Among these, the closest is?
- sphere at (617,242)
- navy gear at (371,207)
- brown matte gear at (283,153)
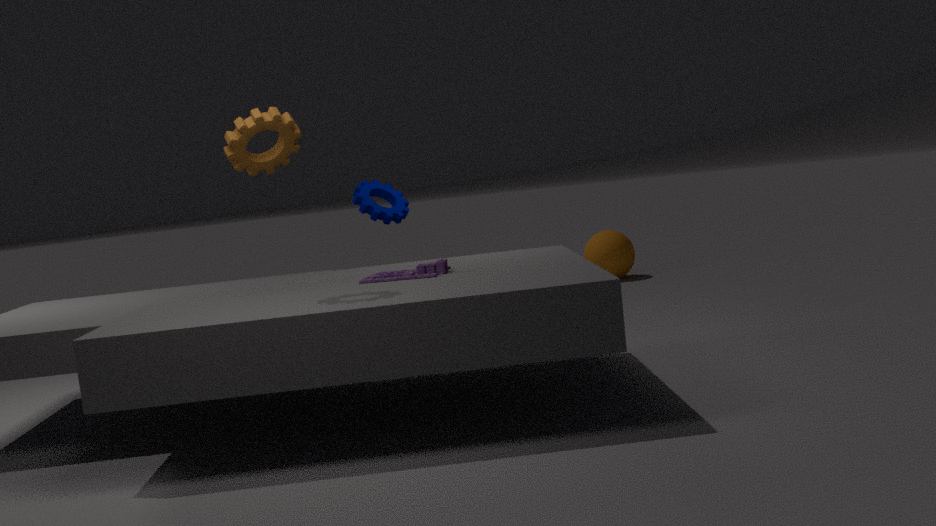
brown matte gear at (283,153)
